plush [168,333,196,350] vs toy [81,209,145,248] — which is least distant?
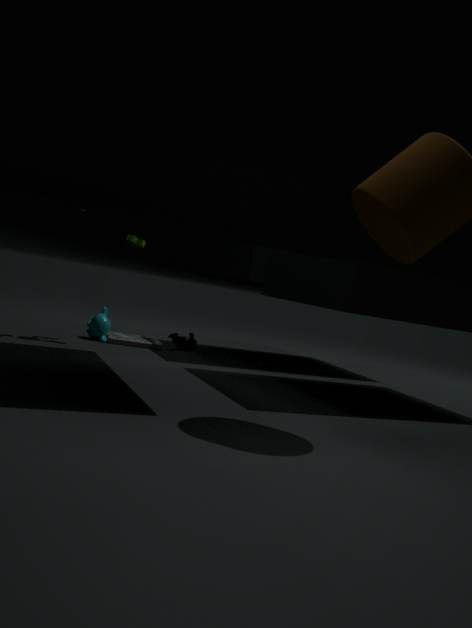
toy [81,209,145,248]
